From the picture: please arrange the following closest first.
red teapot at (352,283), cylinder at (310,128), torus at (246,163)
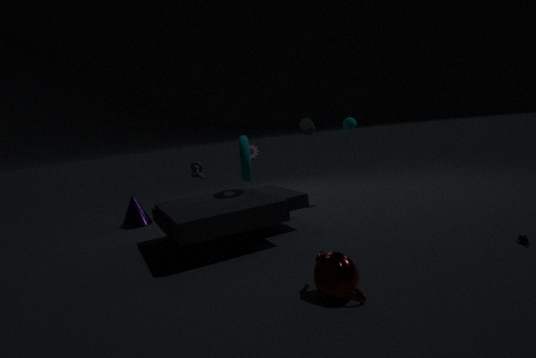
red teapot at (352,283)
torus at (246,163)
cylinder at (310,128)
